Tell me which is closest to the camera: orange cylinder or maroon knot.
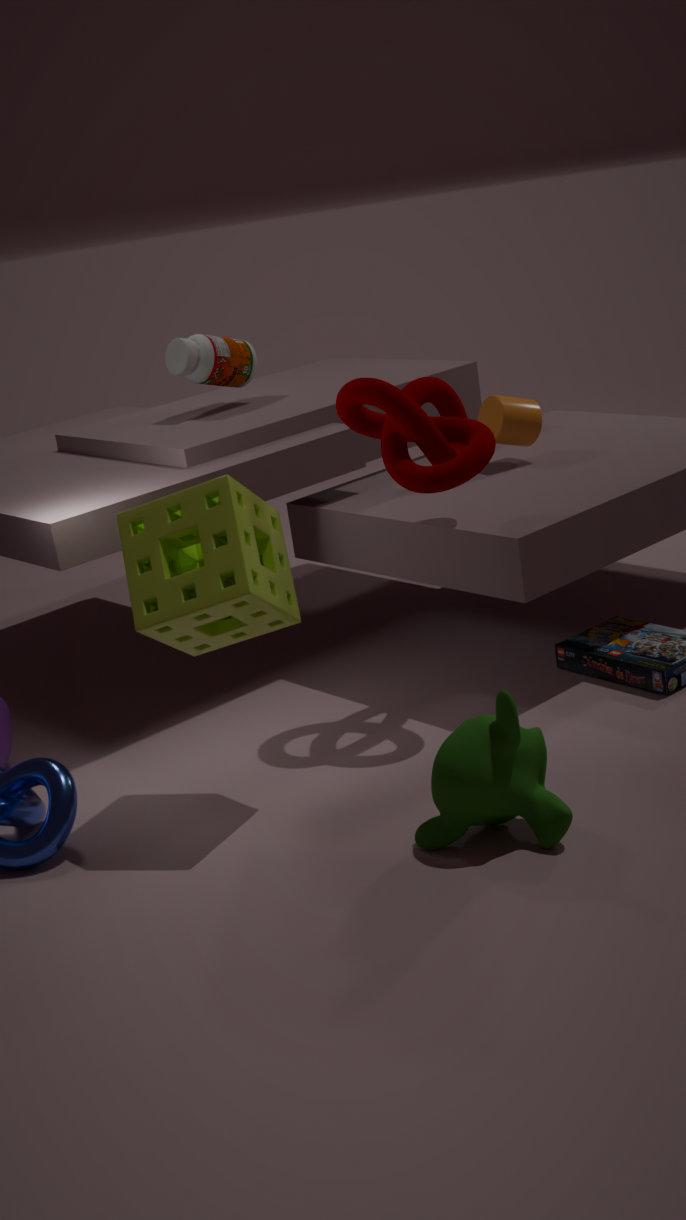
maroon knot
